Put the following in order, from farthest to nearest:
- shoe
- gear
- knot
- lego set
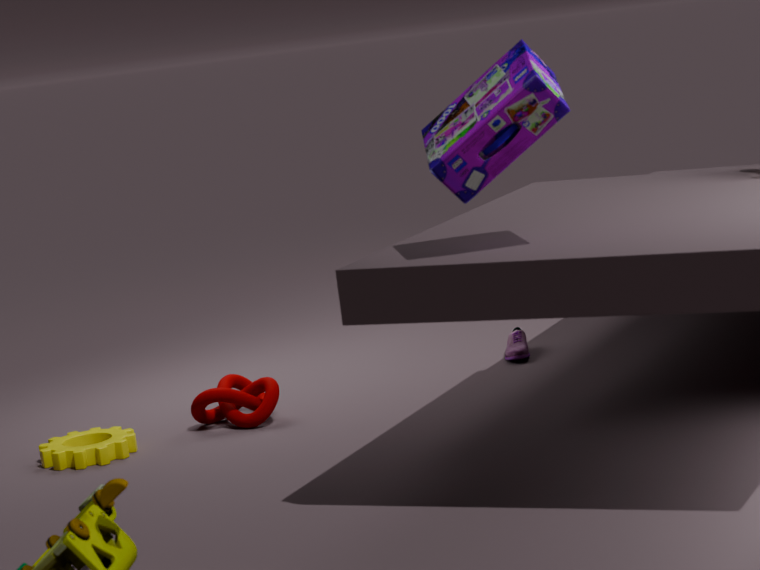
shoe < knot < gear < lego set
